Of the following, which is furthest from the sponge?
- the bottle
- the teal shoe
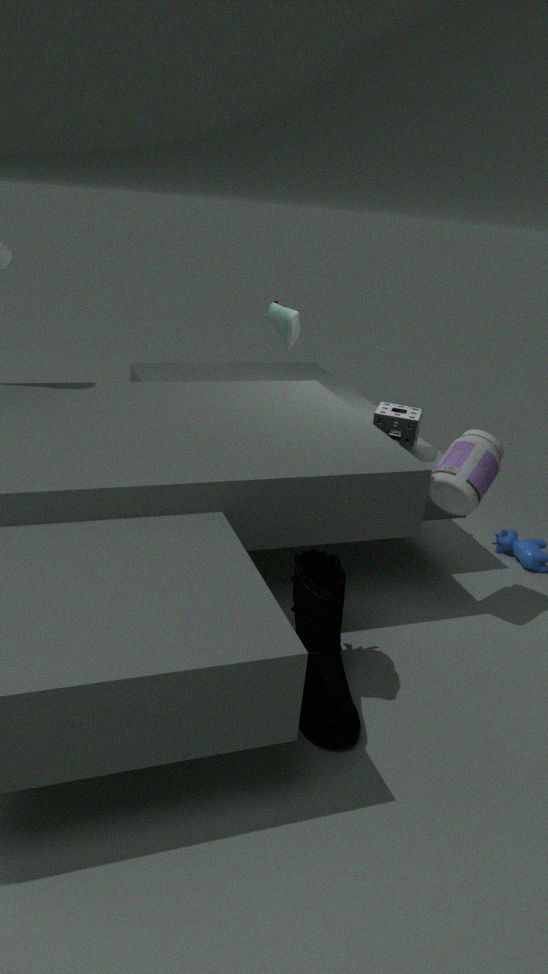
the teal shoe
